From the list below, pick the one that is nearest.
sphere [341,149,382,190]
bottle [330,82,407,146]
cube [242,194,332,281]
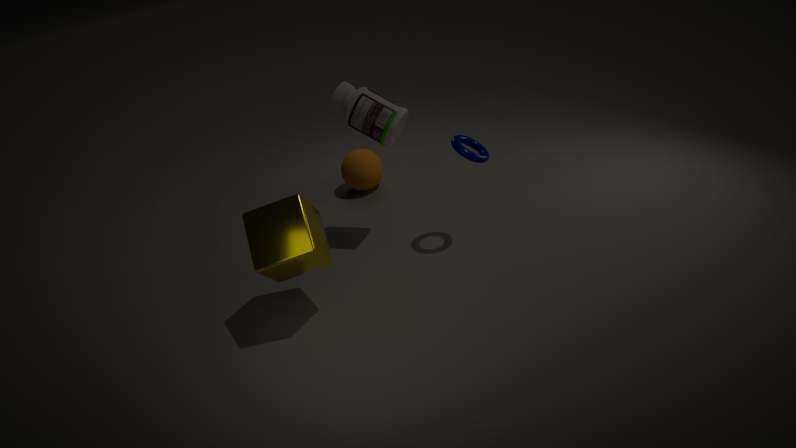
cube [242,194,332,281]
